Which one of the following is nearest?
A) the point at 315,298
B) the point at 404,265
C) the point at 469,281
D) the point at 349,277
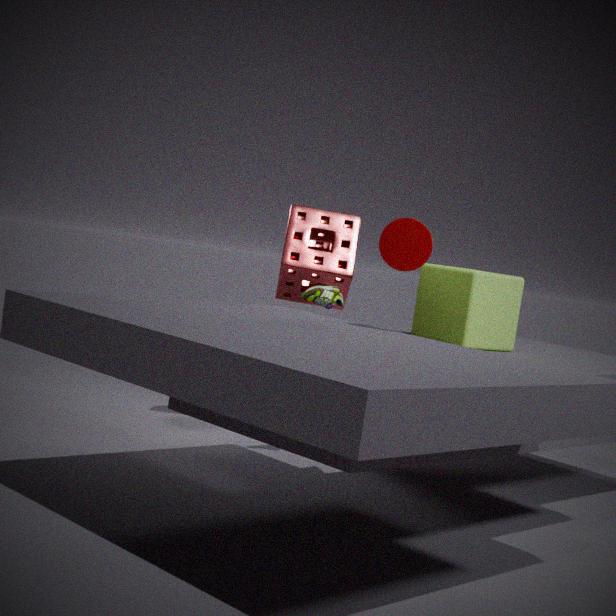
the point at 404,265
